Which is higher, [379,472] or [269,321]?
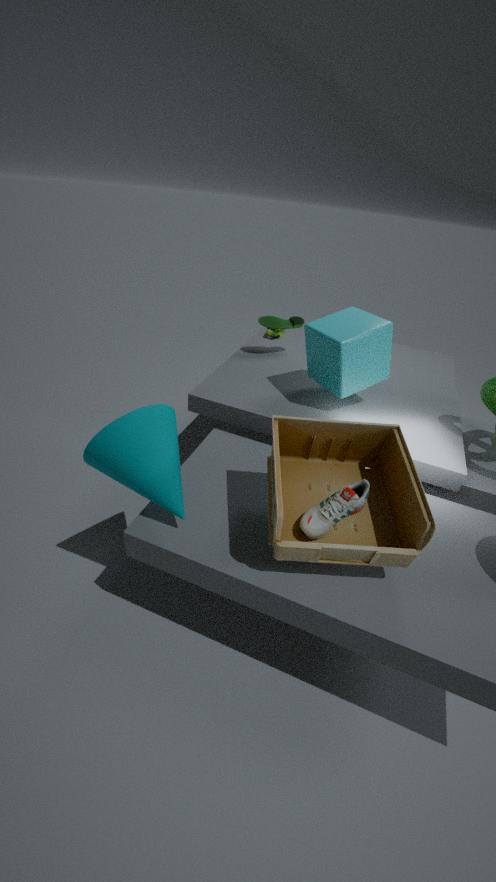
[269,321]
